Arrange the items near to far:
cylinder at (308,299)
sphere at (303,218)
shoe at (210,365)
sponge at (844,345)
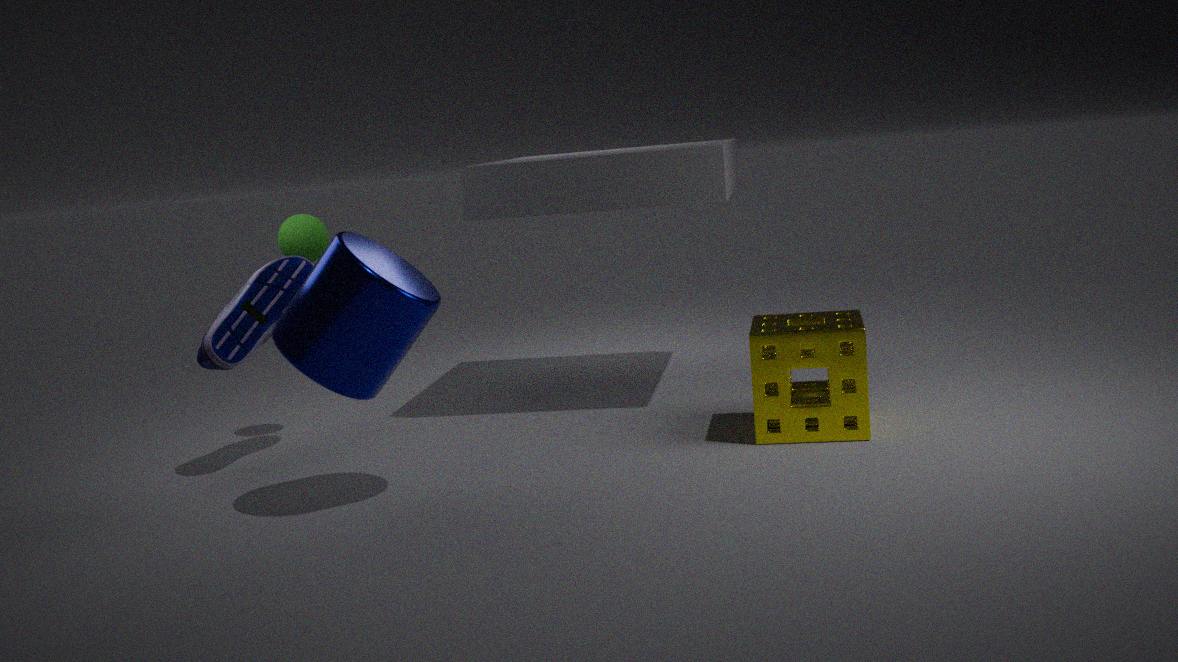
cylinder at (308,299) → sponge at (844,345) → shoe at (210,365) → sphere at (303,218)
